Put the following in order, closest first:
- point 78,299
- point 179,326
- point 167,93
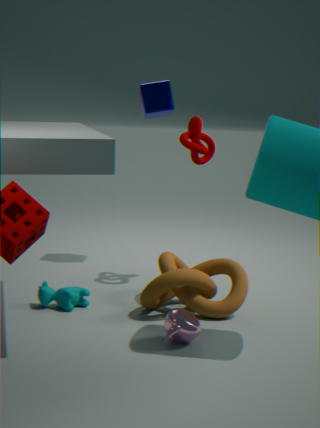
1. point 179,326
2. point 78,299
3. point 167,93
